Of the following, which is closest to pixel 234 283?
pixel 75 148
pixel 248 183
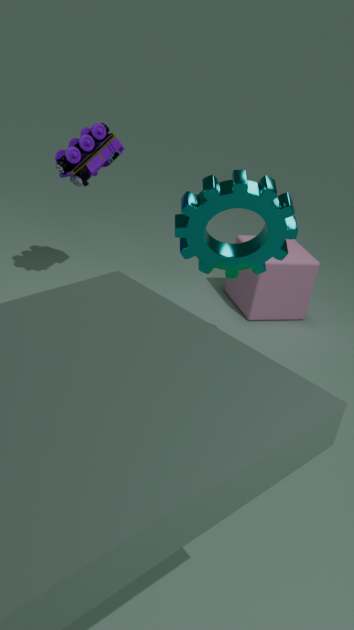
pixel 248 183
